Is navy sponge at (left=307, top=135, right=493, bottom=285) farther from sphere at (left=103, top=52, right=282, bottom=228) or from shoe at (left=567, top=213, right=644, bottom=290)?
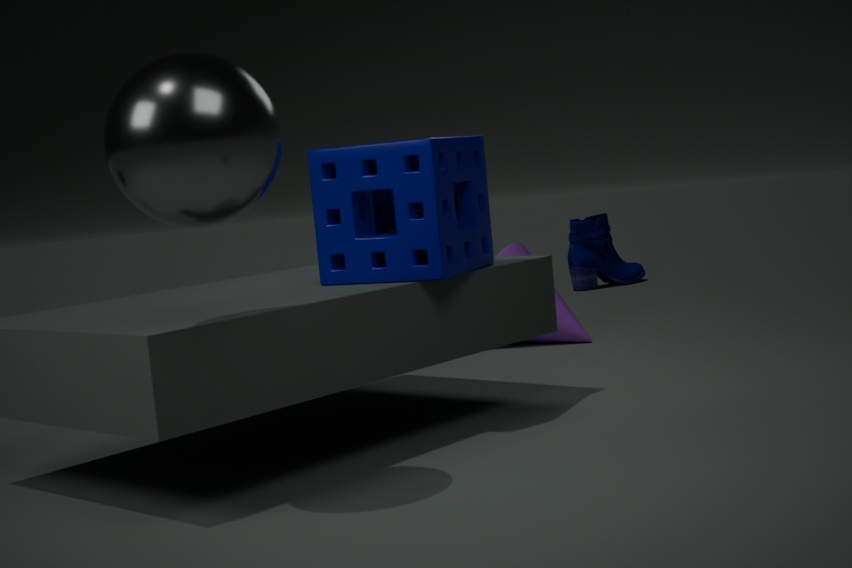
shoe at (left=567, top=213, right=644, bottom=290)
